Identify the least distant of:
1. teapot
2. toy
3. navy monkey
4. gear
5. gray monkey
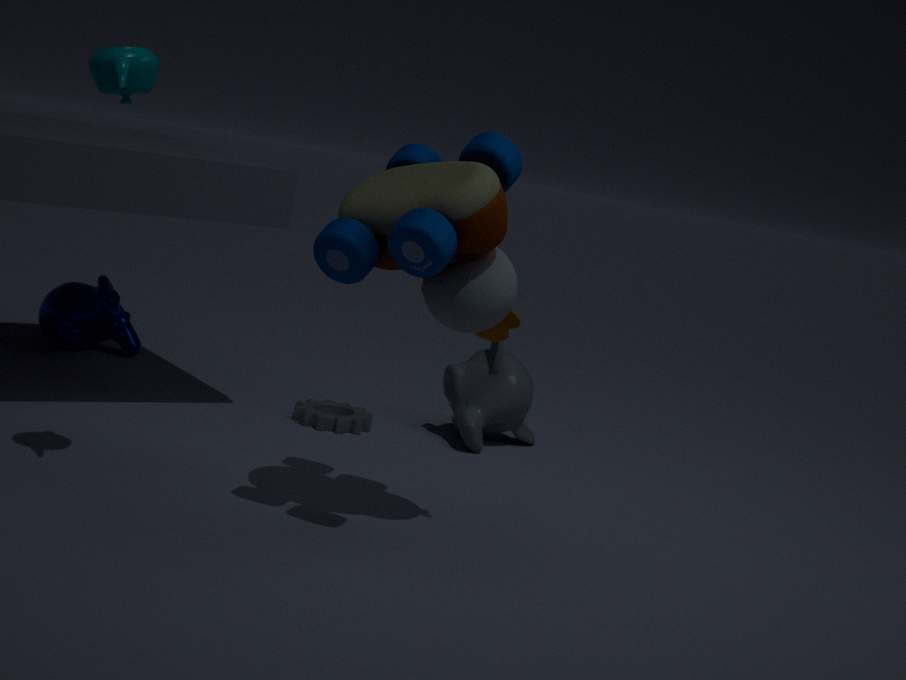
toy
